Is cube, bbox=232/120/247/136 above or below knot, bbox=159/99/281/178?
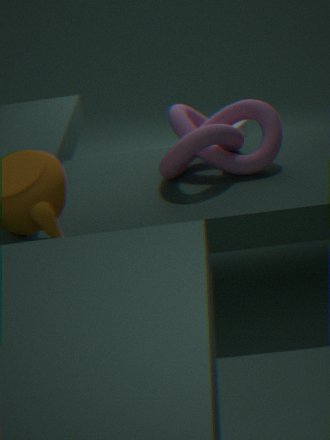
below
